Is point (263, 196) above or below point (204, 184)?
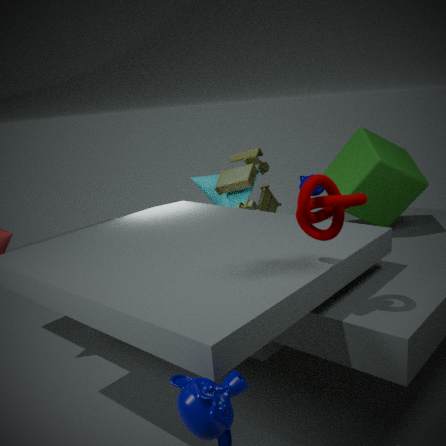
above
